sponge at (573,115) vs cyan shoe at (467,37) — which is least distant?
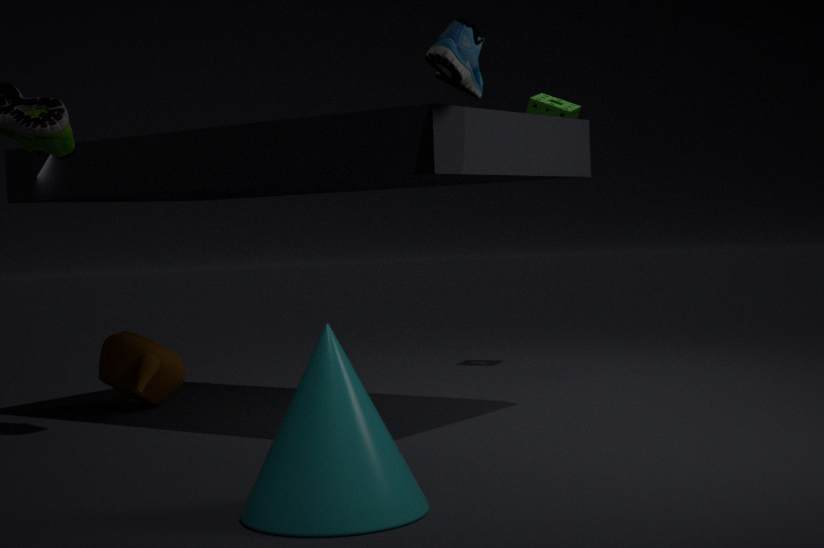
cyan shoe at (467,37)
